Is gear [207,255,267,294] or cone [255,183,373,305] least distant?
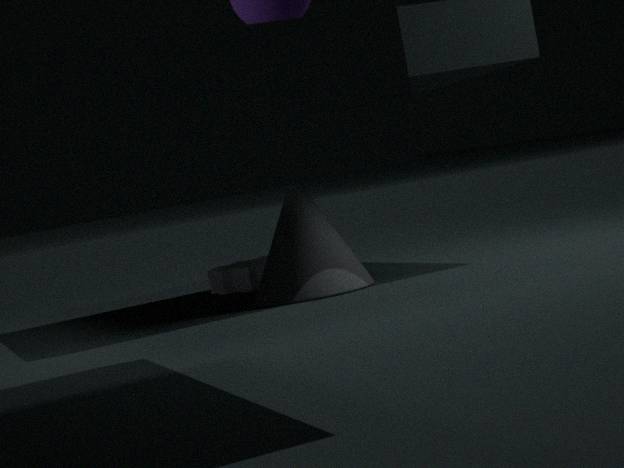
cone [255,183,373,305]
